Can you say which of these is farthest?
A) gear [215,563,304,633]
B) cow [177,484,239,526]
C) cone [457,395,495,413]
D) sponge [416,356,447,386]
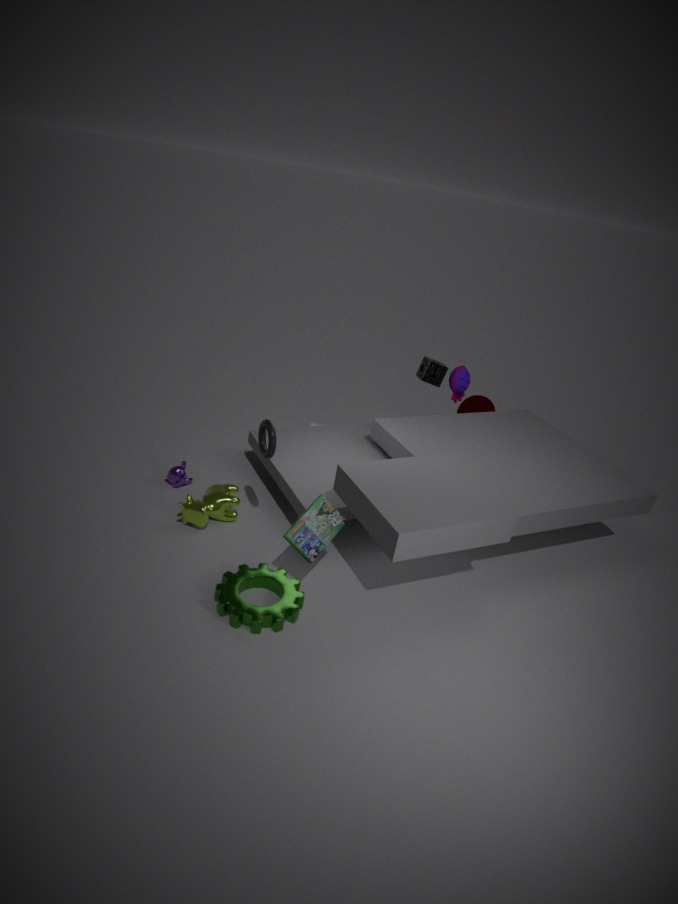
cone [457,395,495,413]
